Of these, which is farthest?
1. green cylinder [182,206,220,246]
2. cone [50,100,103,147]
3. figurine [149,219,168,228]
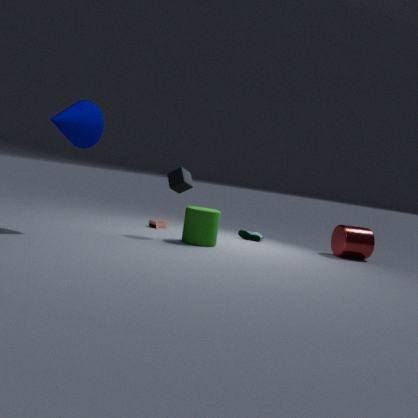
figurine [149,219,168,228]
